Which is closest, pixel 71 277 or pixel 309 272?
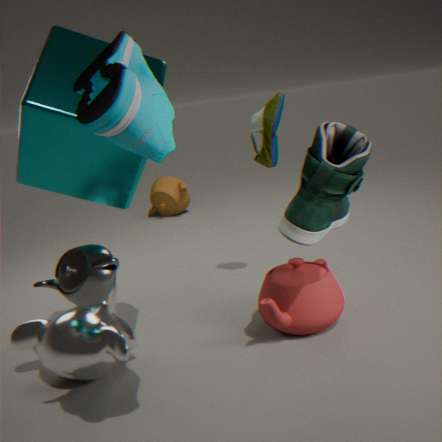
pixel 71 277
